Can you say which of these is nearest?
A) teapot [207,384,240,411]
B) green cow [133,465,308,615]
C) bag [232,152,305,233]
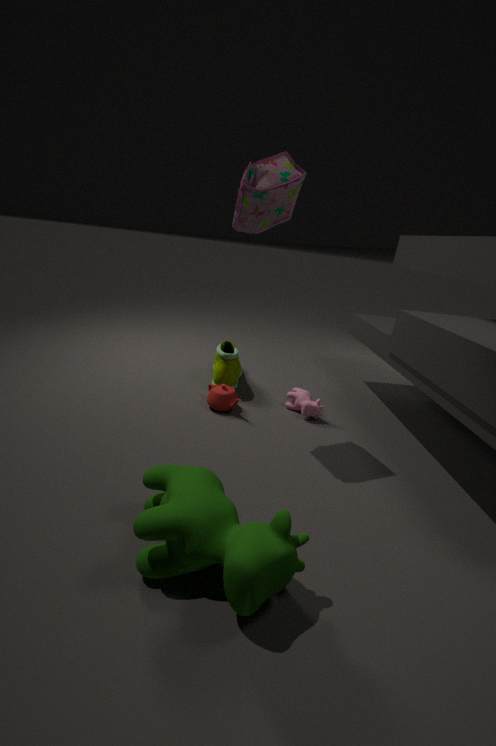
green cow [133,465,308,615]
